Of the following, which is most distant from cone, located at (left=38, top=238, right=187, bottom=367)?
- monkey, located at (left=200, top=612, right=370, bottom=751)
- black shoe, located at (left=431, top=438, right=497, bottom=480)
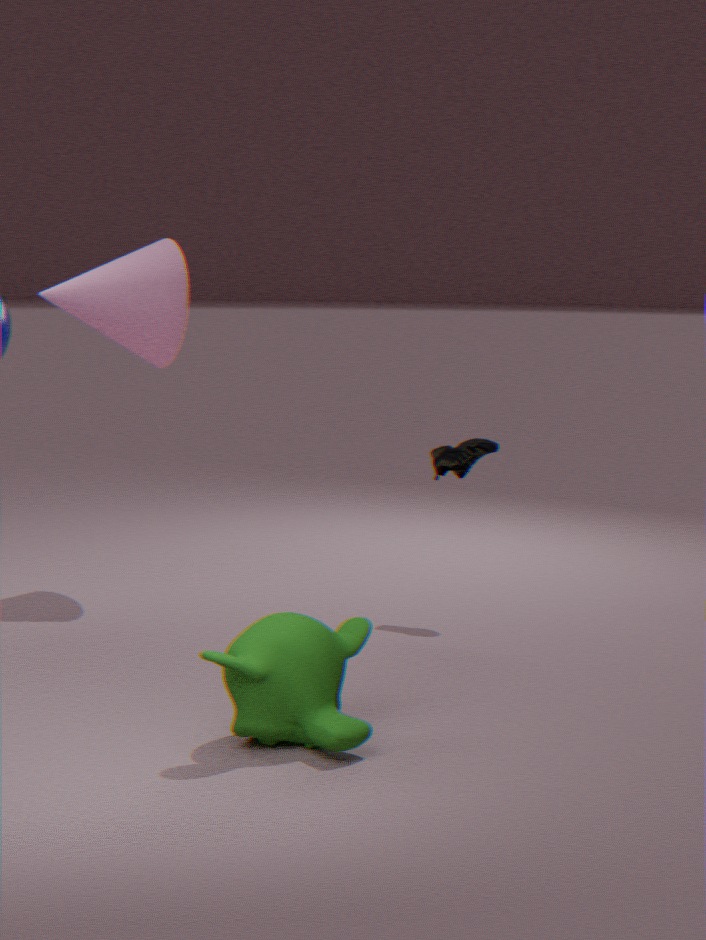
monkey, located at (left=200, top=612, right=370, bottom=751)
